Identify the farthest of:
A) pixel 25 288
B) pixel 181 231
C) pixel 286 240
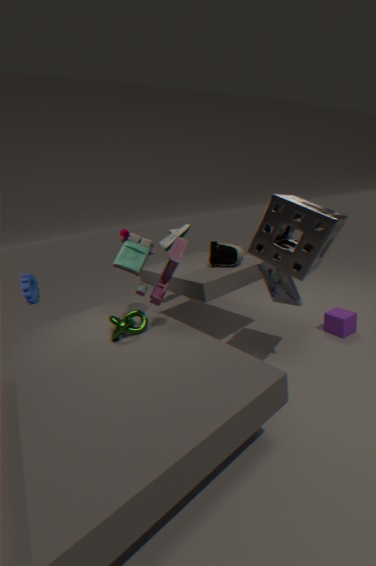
pixel 181 231
